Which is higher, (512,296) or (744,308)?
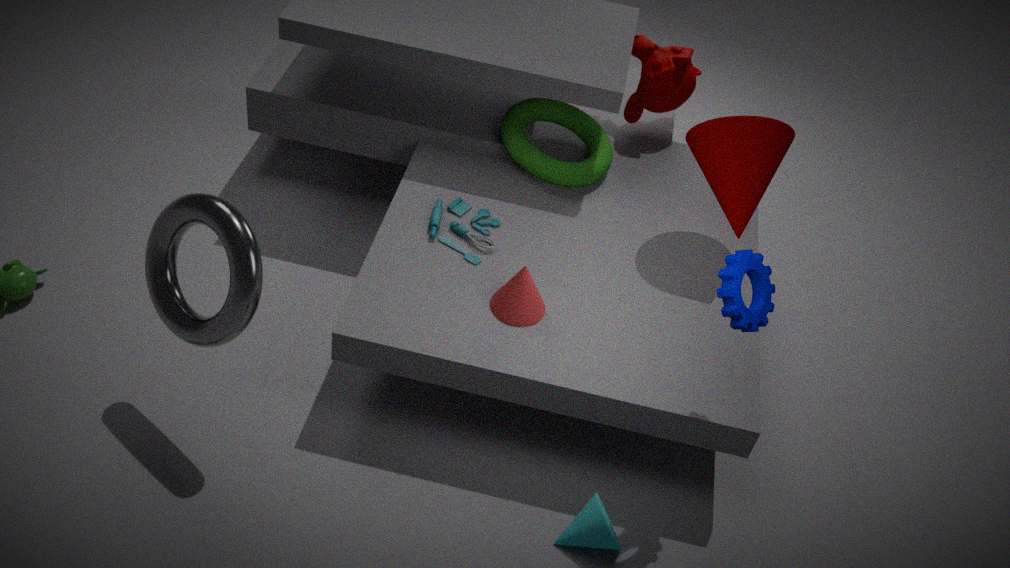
(744,308)
